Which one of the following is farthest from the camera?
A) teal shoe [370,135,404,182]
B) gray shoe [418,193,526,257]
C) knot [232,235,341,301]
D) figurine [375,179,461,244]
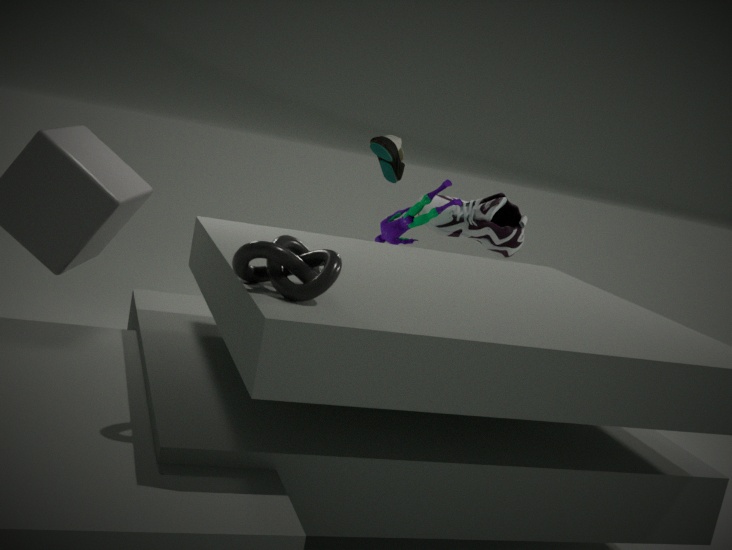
gray shoe [418,193,526,257]
